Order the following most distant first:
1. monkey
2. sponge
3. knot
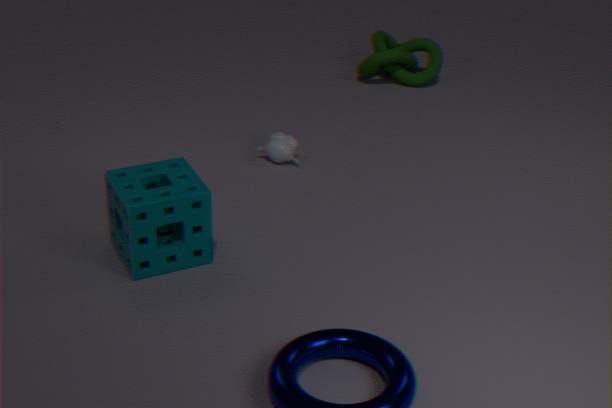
1. knot
2. monkey
3. sponge
